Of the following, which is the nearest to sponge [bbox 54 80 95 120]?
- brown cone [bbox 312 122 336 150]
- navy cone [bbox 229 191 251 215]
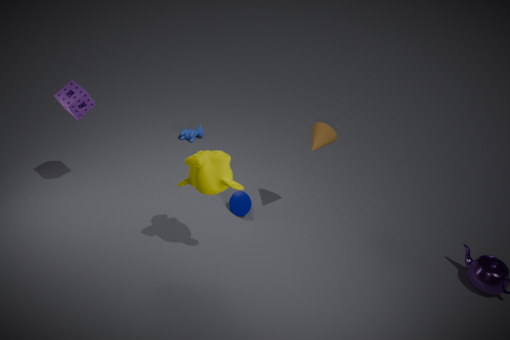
navy cone [bbox 229 191 251 215]
